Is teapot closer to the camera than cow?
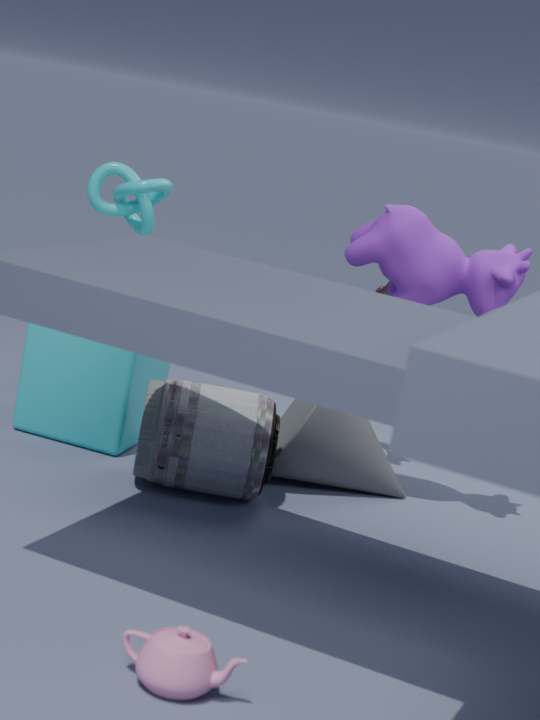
Yes
